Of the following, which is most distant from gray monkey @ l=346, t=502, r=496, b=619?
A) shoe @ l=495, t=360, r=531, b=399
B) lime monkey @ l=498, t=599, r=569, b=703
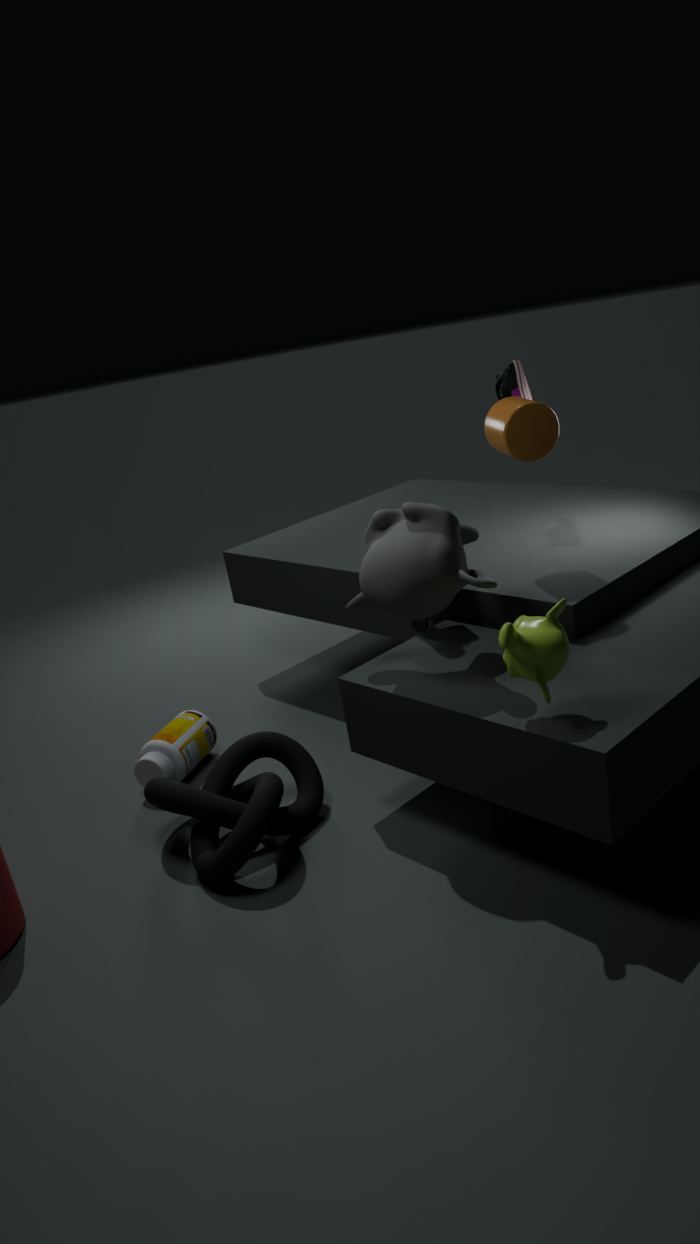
shoe @ l=495, t=360, r=531, b=399
